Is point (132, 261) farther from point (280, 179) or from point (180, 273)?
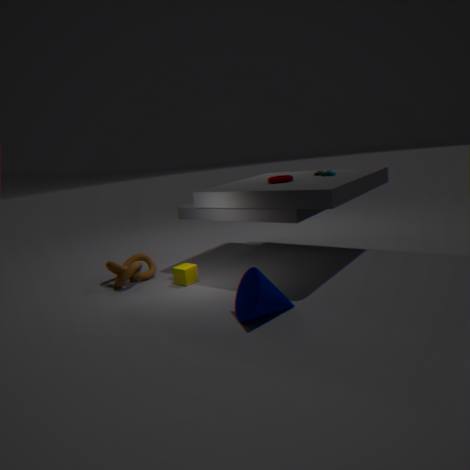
point (280, 179)
